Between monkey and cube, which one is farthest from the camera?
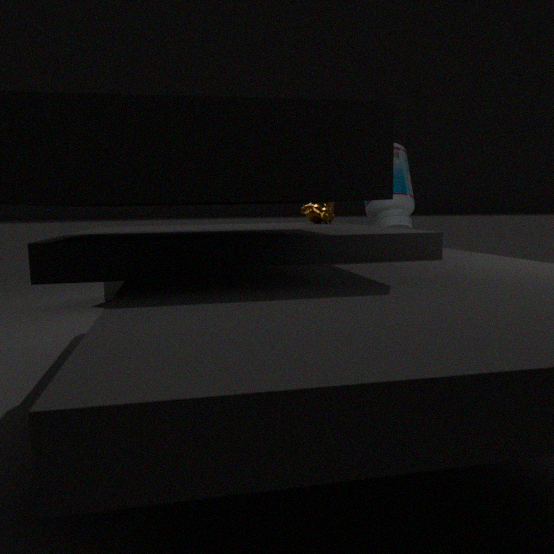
cube
